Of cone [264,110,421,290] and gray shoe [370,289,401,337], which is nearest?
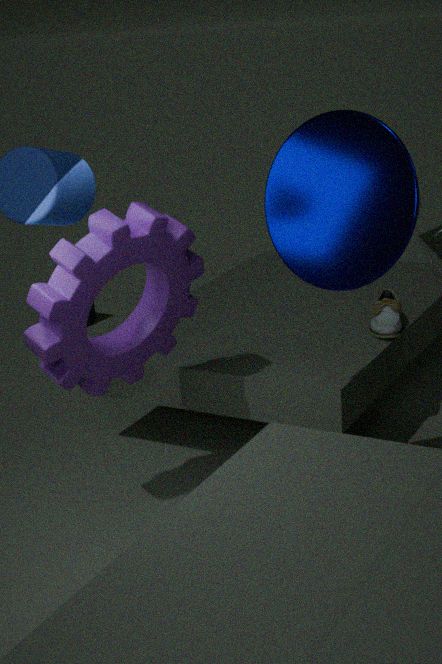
cone [264,110,421,290]
